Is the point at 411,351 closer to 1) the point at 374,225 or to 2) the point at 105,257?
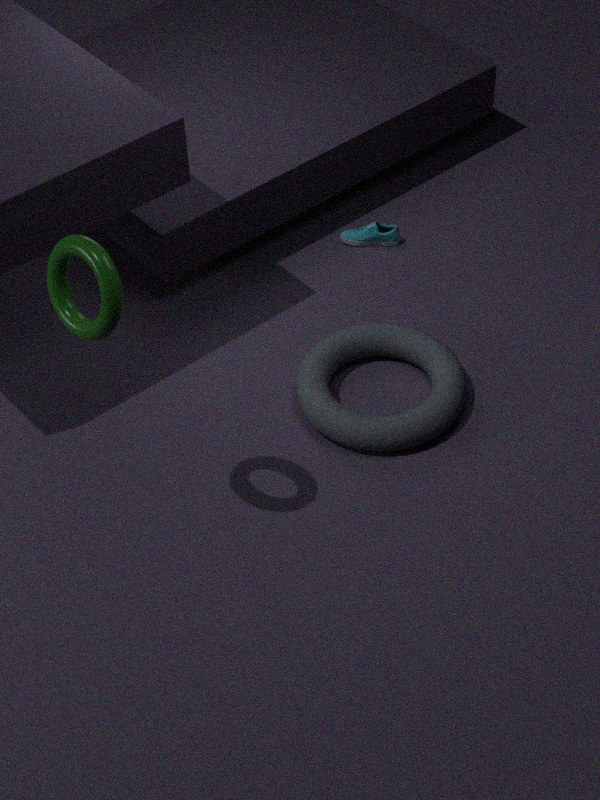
1) the point at 374,225
